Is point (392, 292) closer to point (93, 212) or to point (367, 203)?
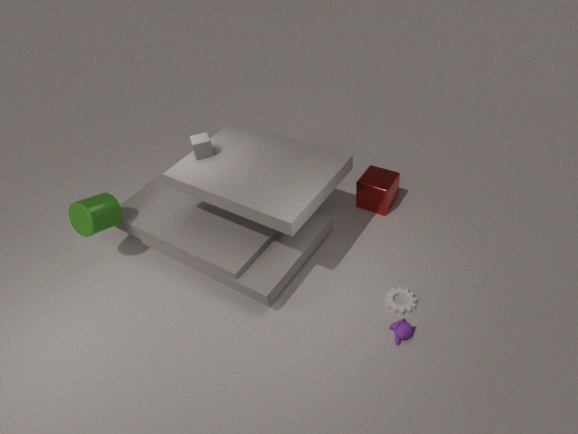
point (367, 203)
